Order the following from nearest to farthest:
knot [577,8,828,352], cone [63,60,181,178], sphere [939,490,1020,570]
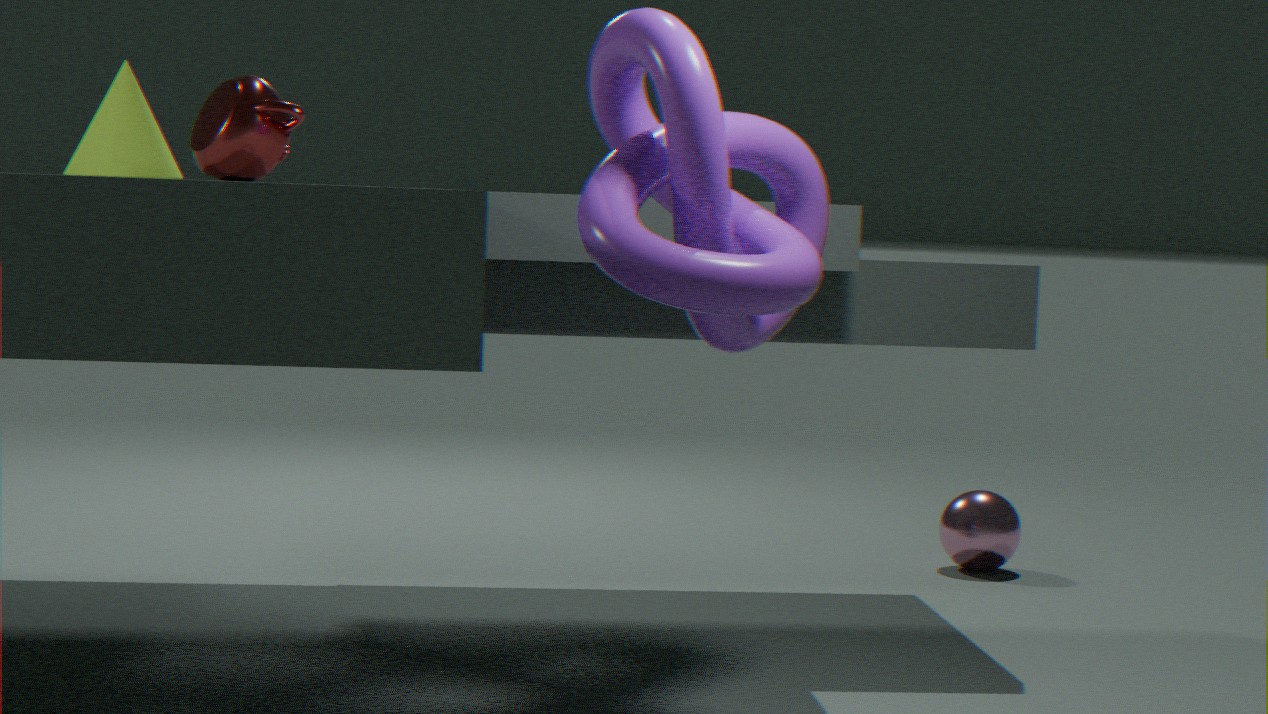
1. knot [577,8,828,352]
2. cone [63,60,181,178]
3. sphere [939,490,1020,570]
